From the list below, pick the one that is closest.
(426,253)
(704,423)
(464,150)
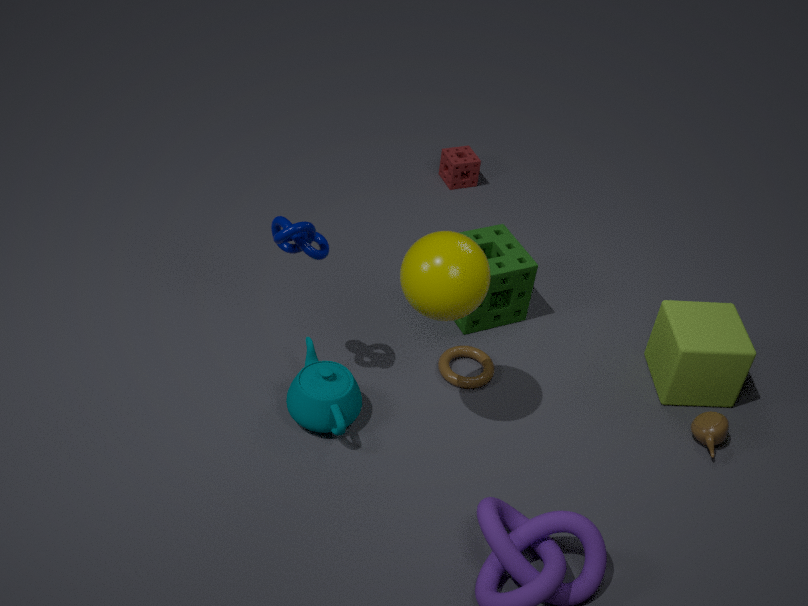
(426,253)
